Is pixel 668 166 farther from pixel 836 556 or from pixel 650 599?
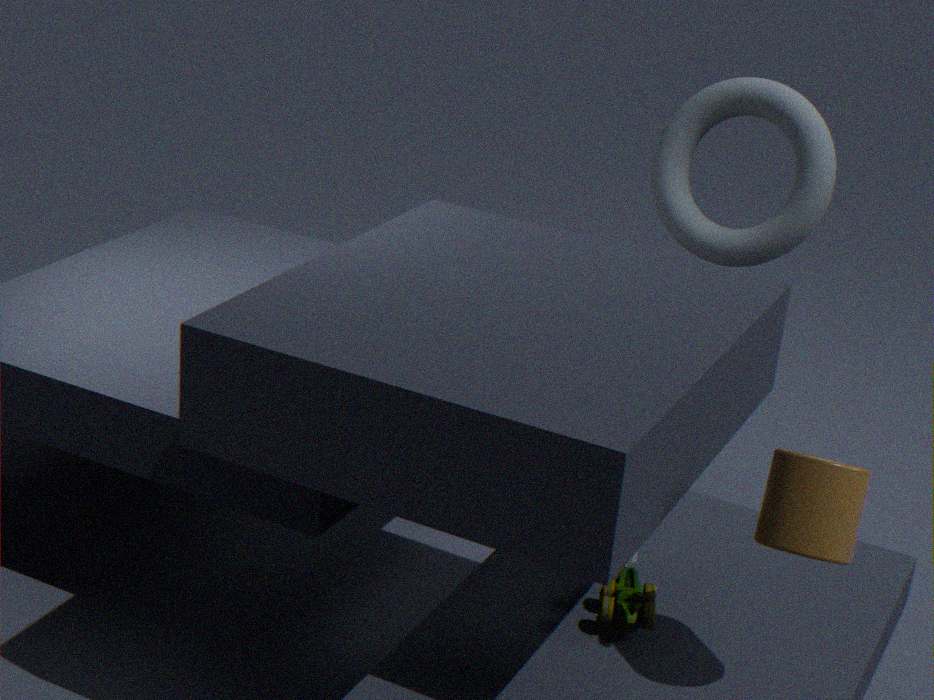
pixel 836 556
